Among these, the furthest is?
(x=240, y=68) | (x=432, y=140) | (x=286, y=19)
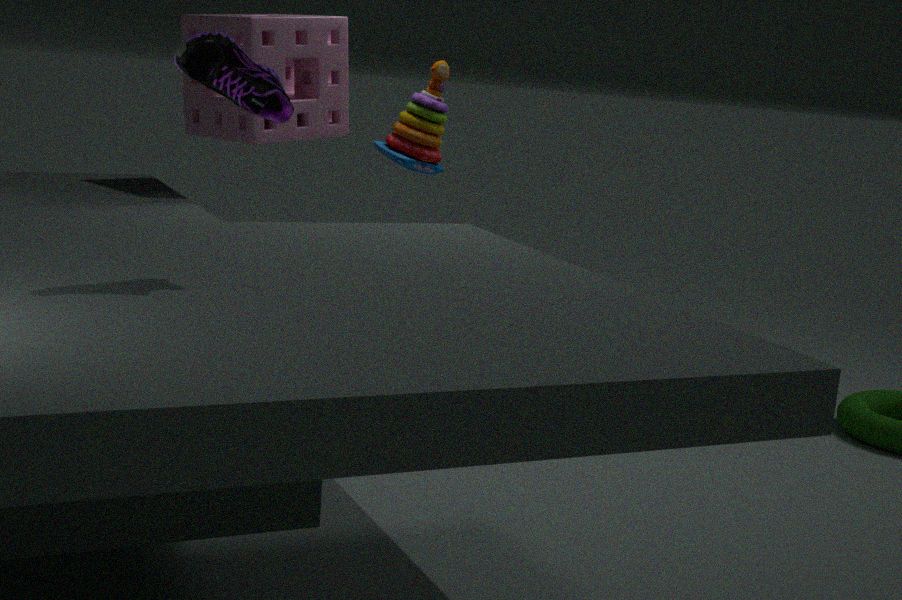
(x=432, y=140)
